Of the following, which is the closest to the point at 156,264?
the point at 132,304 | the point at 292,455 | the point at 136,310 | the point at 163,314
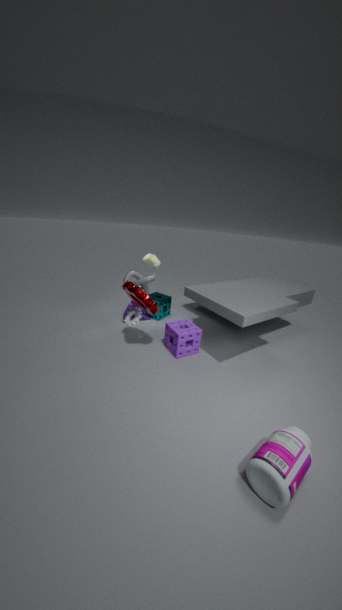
the point at 163,314
